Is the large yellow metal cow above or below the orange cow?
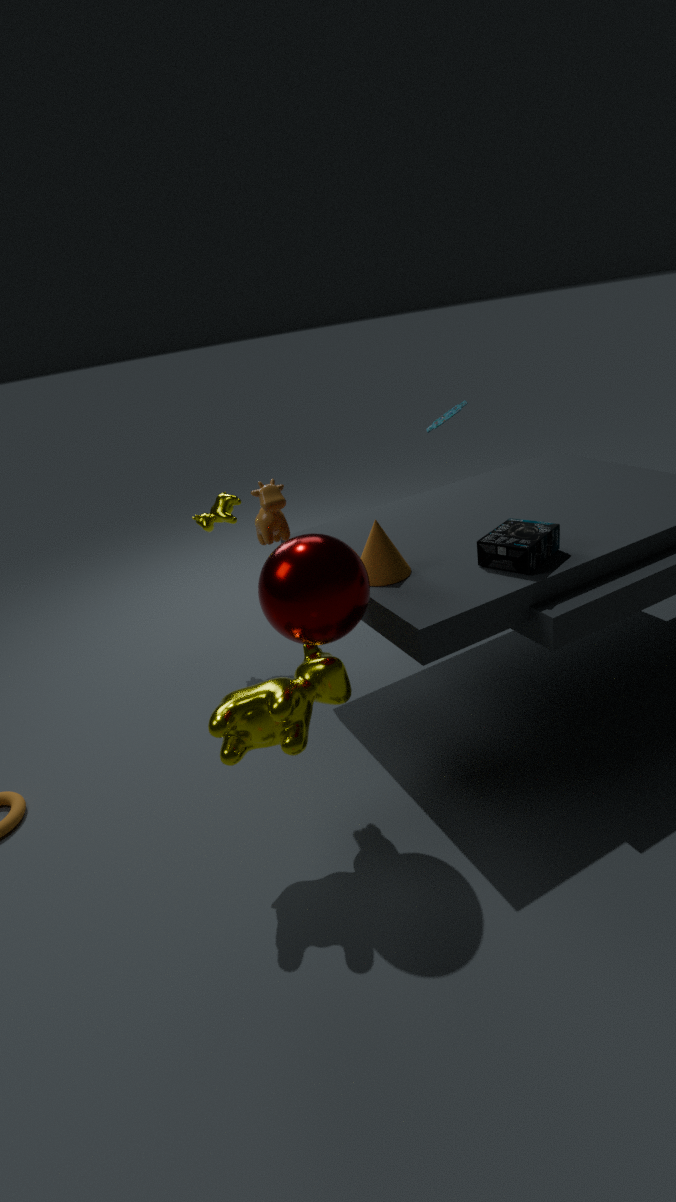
below
